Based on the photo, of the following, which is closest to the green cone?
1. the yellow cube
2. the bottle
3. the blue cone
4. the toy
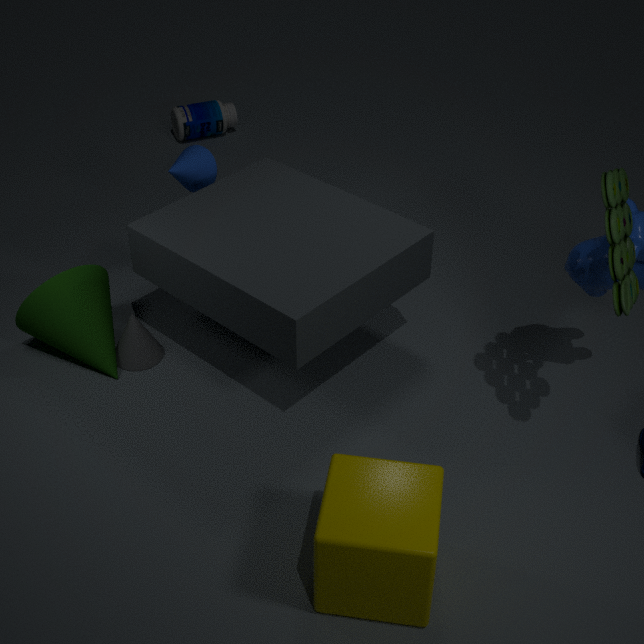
the blue cone
